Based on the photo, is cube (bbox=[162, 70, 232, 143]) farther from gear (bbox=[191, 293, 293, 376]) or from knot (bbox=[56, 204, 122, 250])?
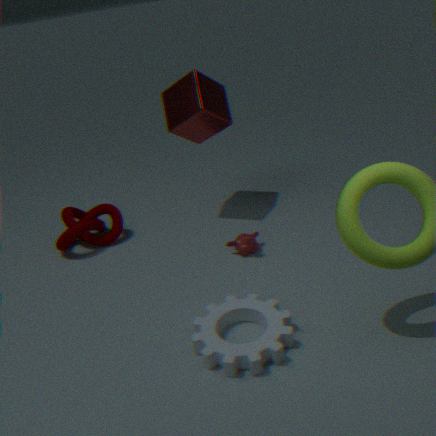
gear (bbox=[191, 293, 293, 376])
